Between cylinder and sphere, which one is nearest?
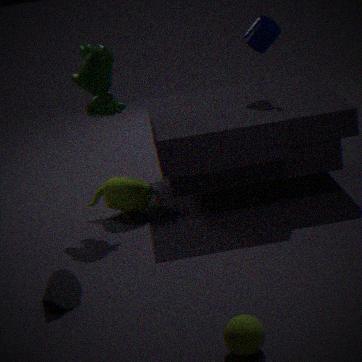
sphere
